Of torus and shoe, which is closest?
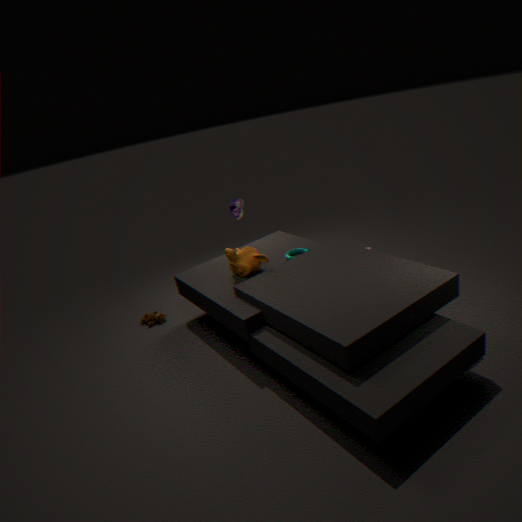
shoe
